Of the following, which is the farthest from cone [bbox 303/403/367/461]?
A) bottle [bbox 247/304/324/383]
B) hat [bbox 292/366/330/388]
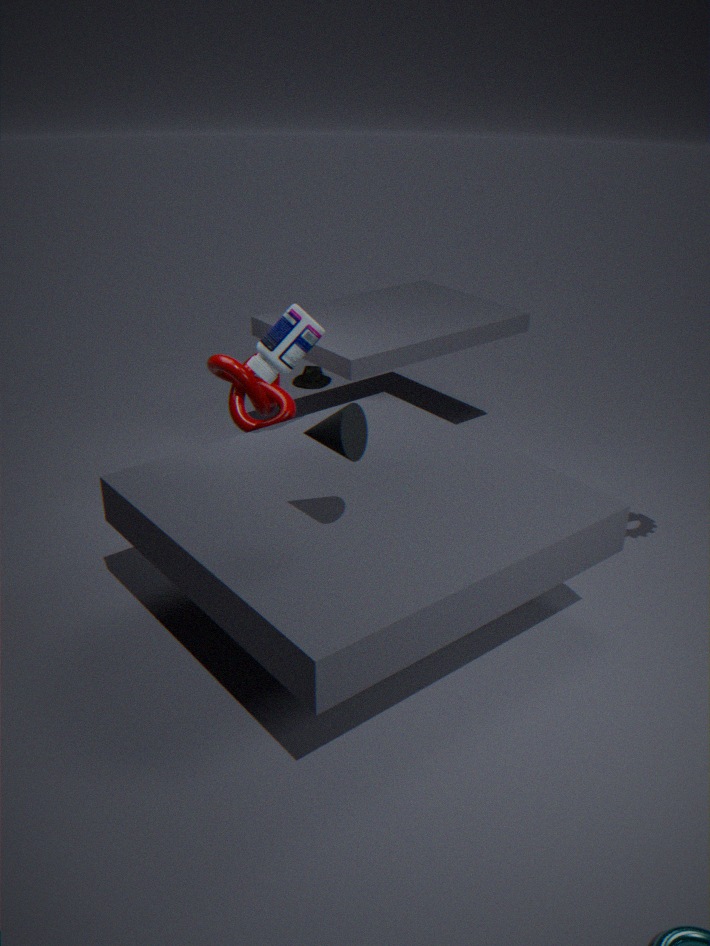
hat [bbox 292/366/330/388]
